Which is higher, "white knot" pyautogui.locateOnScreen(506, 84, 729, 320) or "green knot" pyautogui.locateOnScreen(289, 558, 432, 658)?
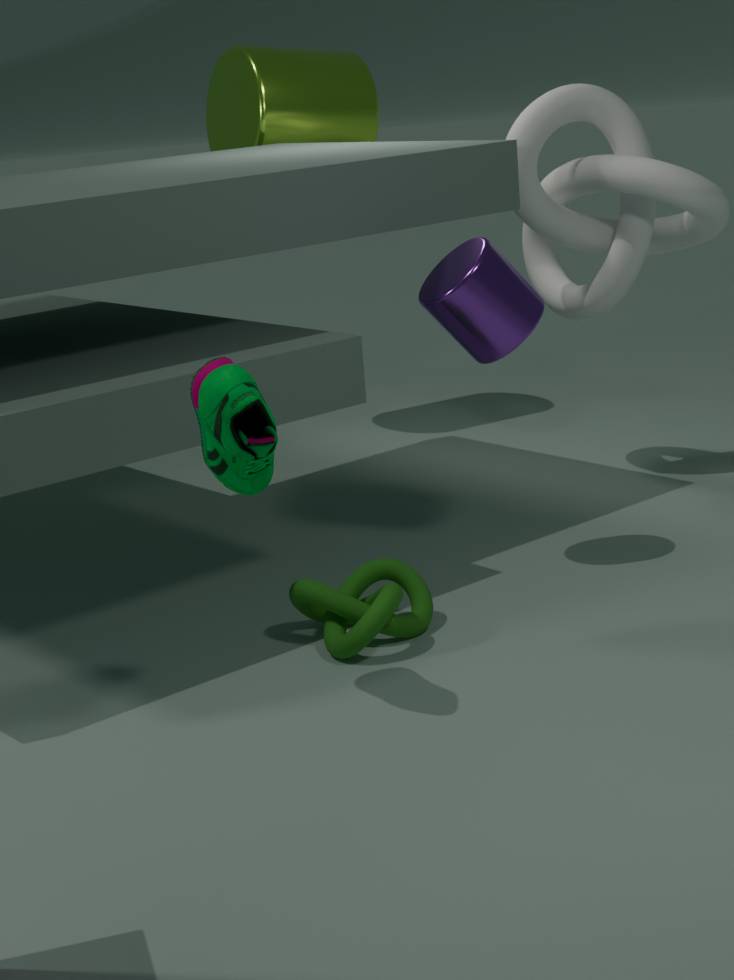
"white knot" pyautogui.locateOnScreen(506, 84, 729, 320)
